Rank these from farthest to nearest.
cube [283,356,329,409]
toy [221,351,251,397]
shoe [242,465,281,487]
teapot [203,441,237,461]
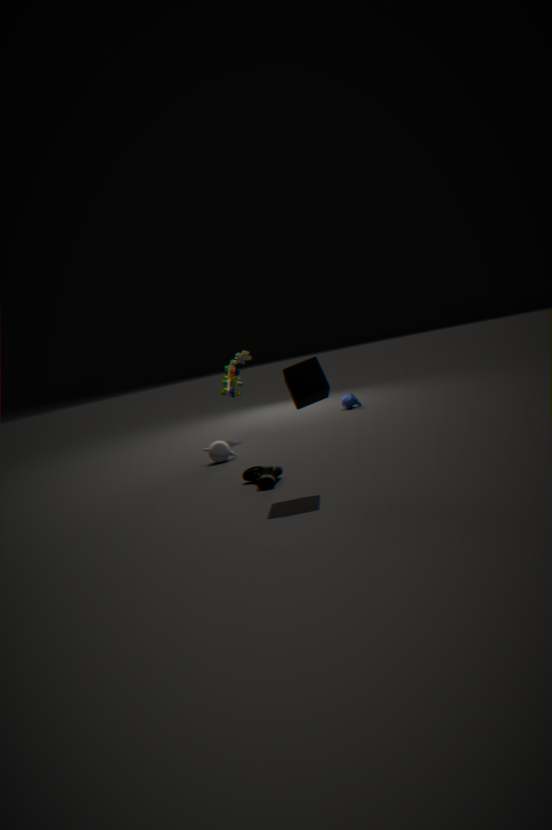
toy [221,351,251,397] → teapot [203,441,237,461] → shoe [242,465,281,487] → cube [283,356,329,409]
